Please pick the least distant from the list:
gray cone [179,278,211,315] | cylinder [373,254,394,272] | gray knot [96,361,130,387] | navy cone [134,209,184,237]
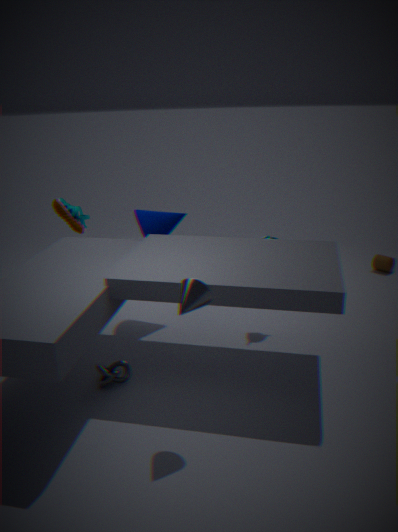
gray cone [179,278,211,315]
